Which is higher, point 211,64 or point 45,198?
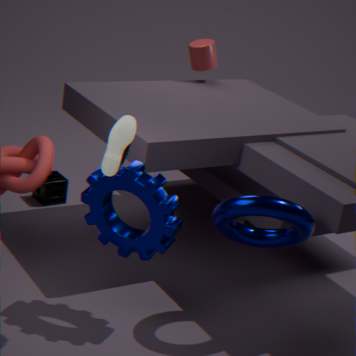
point 211,64
